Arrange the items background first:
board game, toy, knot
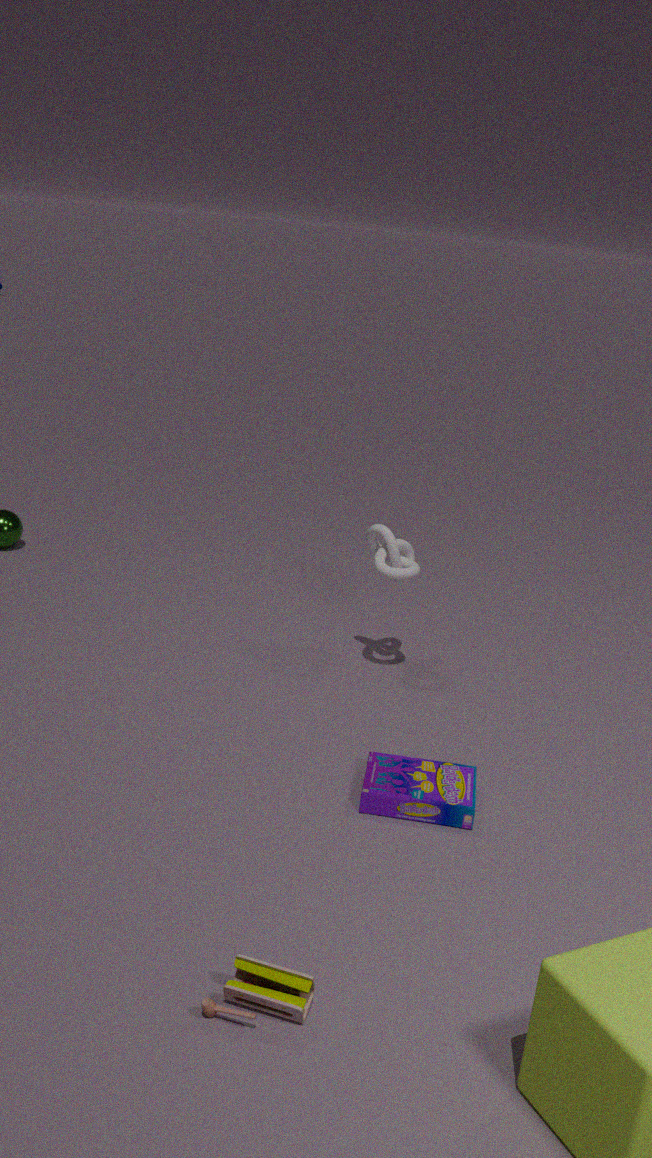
1. knot
2. board game
3. toy
